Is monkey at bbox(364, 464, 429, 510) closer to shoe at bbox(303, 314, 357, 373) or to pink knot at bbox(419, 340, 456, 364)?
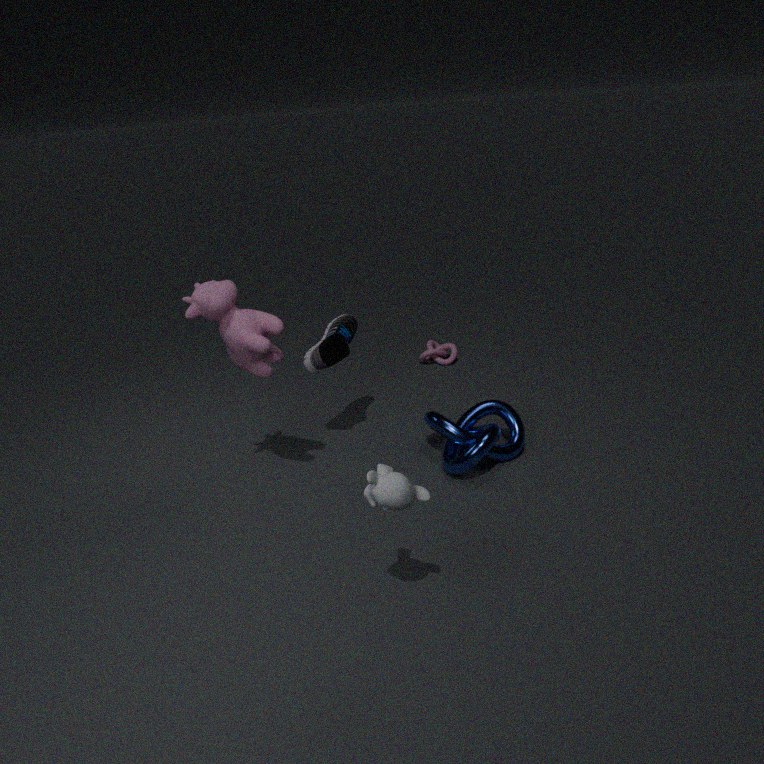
shoe at bbox(303, 314, 357, 373)
